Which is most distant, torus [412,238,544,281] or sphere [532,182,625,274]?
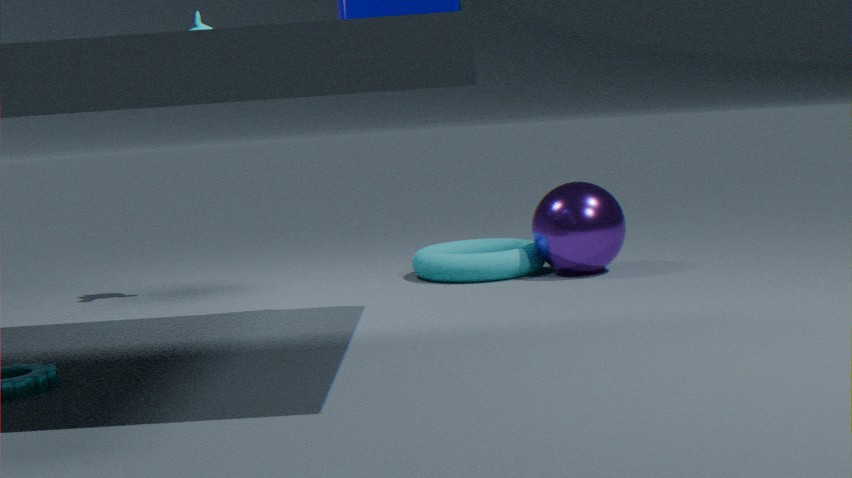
torus [412,238,544,281]
